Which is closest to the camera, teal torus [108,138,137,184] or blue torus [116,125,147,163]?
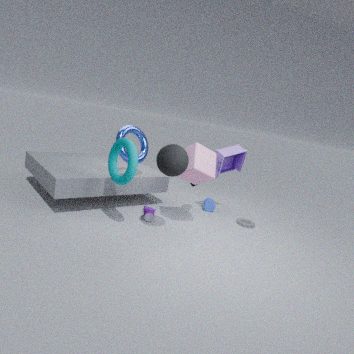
teal torus [108,138,137,184]
